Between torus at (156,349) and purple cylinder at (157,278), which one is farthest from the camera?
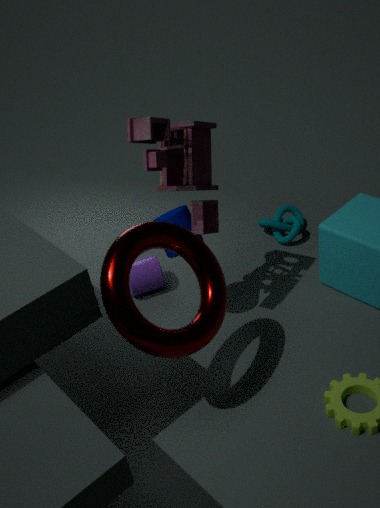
purple cylinder at (157,278)
